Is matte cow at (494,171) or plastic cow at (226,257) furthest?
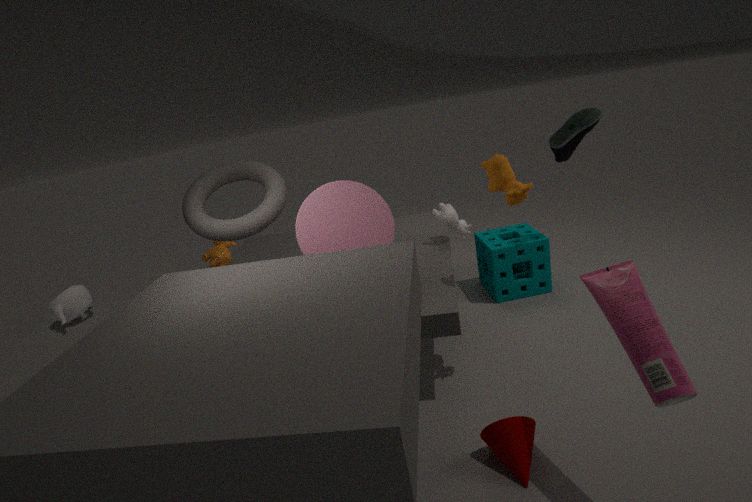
plastic cow at (226,257)
